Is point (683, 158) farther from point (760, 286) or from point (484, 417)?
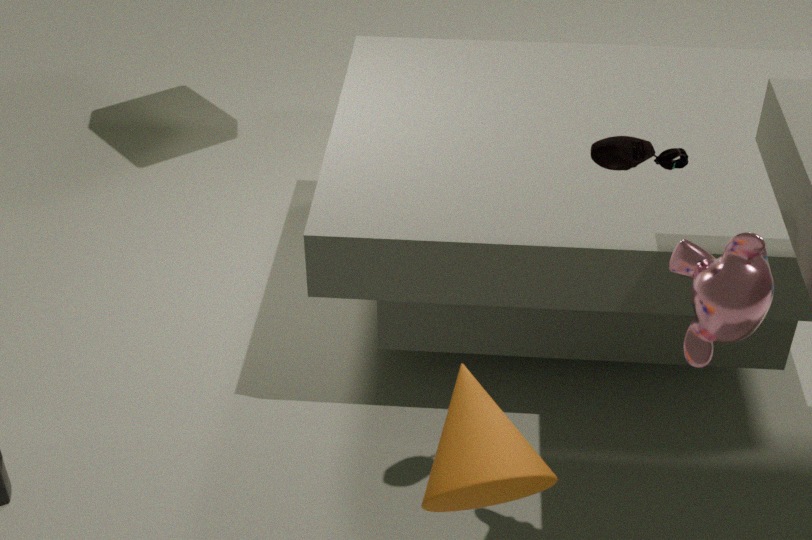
point (484, 417)
